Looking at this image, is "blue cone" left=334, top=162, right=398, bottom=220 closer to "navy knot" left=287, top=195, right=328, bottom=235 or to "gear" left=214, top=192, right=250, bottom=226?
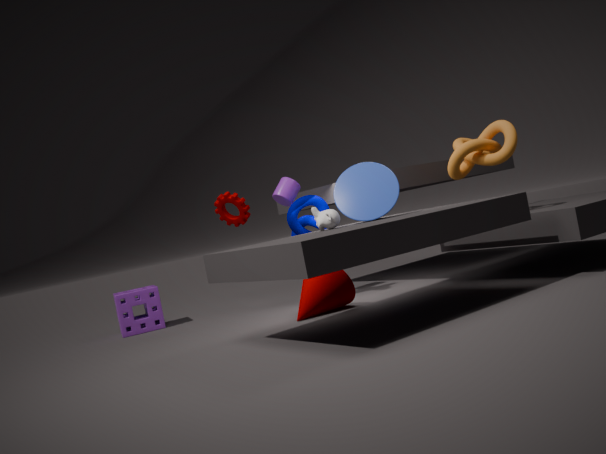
"navy knot" left=287, top=195, right=328, bottom=235
